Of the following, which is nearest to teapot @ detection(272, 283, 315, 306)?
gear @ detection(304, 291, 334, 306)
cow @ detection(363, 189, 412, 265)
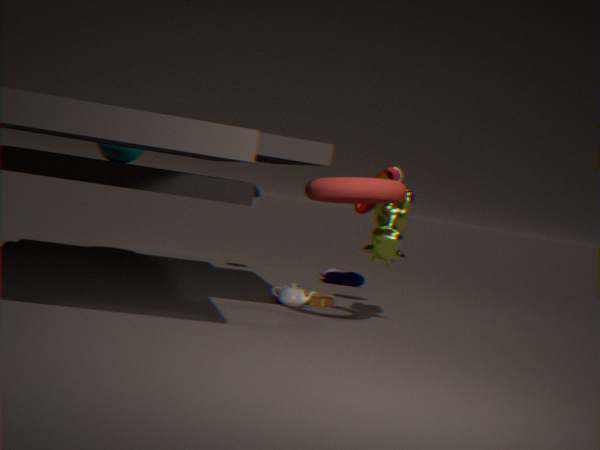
gear @ detection(304, 291, 334, 306)
